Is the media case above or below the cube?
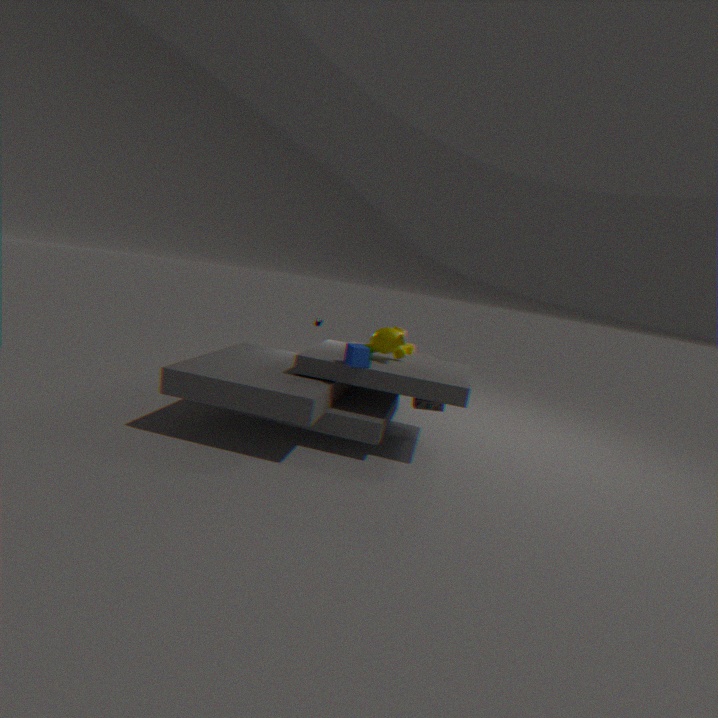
below
